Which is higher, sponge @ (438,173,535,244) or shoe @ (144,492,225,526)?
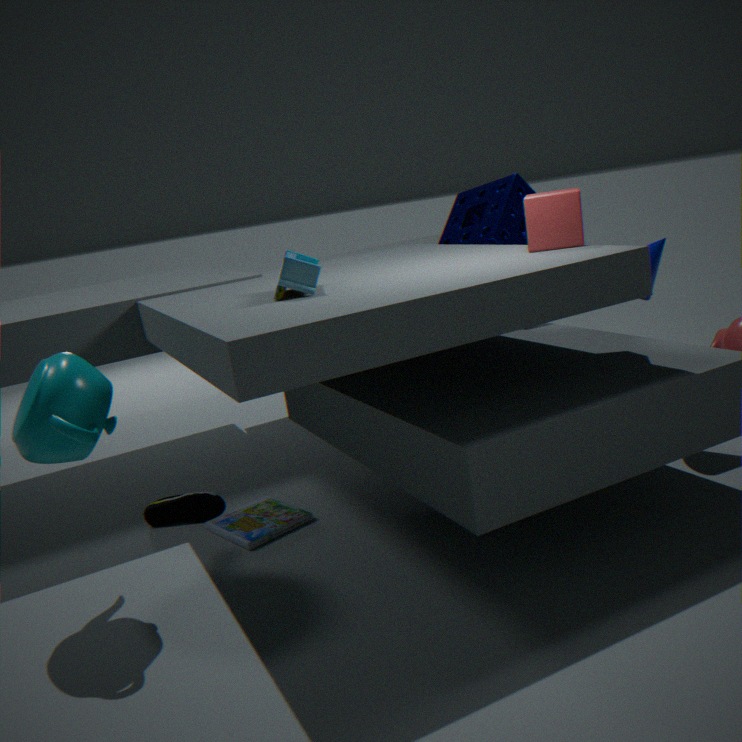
sponge @ (438,173,535,244)
